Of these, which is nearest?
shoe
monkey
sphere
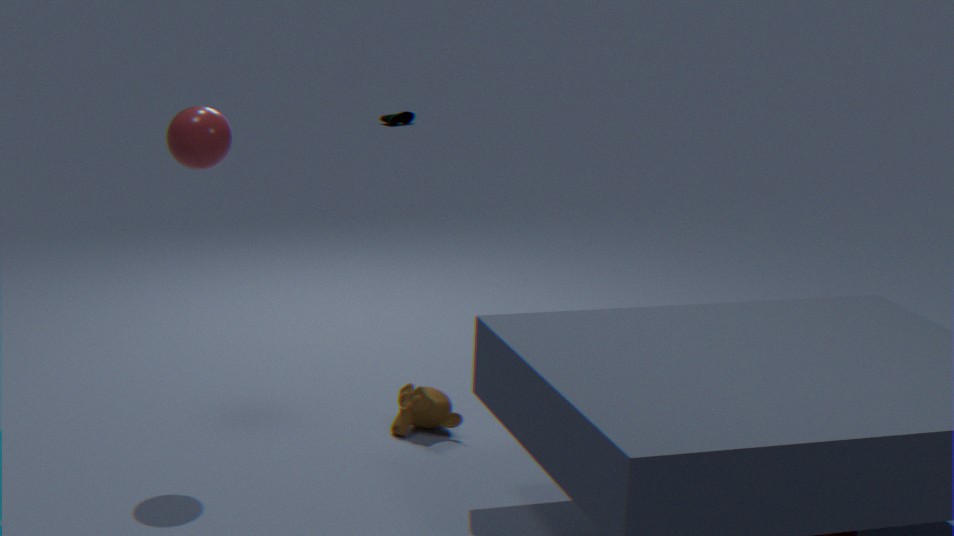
sphere
